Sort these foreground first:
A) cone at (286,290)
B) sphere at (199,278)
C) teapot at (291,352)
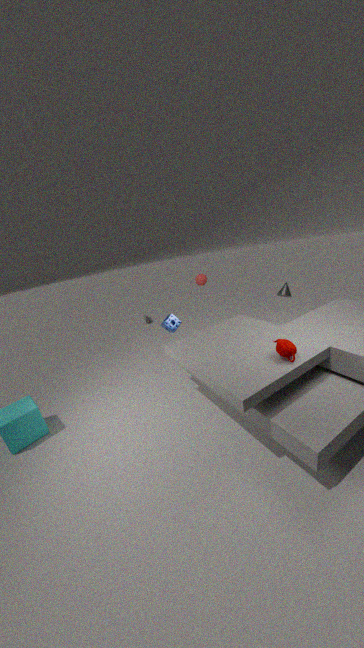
1. teapot at (291,352)
2. cone at (286,290)
3. sphere at (199,278)
